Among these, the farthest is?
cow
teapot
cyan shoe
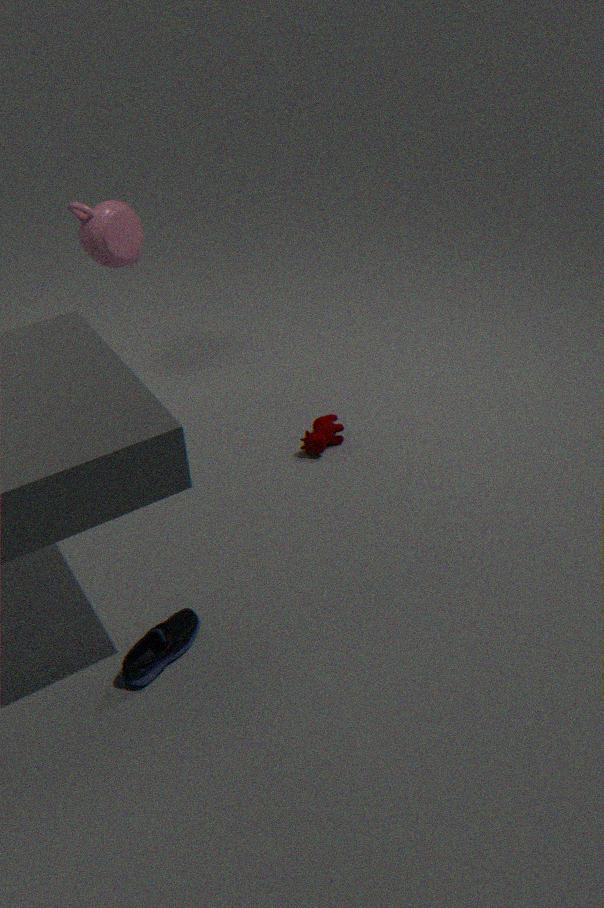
teapot
